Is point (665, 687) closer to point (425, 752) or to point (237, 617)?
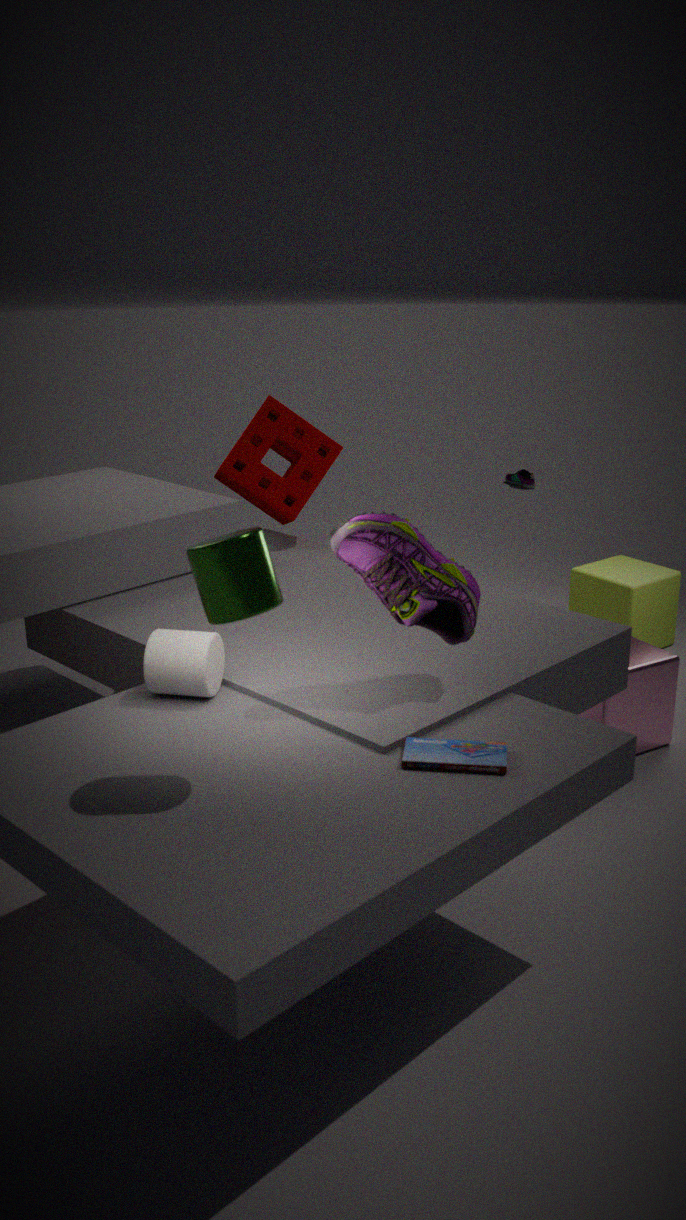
point (425, 752)
